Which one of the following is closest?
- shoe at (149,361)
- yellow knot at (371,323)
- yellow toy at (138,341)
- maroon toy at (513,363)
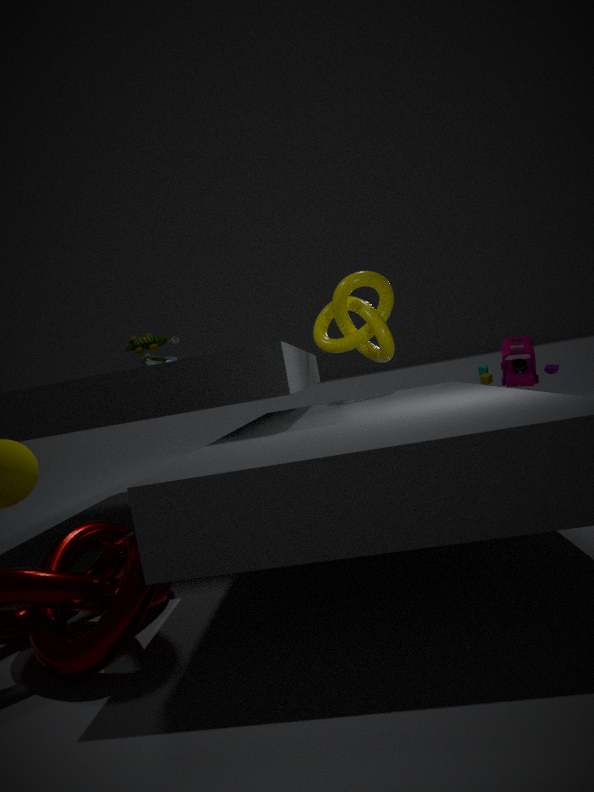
maroon toy at (513,363)
